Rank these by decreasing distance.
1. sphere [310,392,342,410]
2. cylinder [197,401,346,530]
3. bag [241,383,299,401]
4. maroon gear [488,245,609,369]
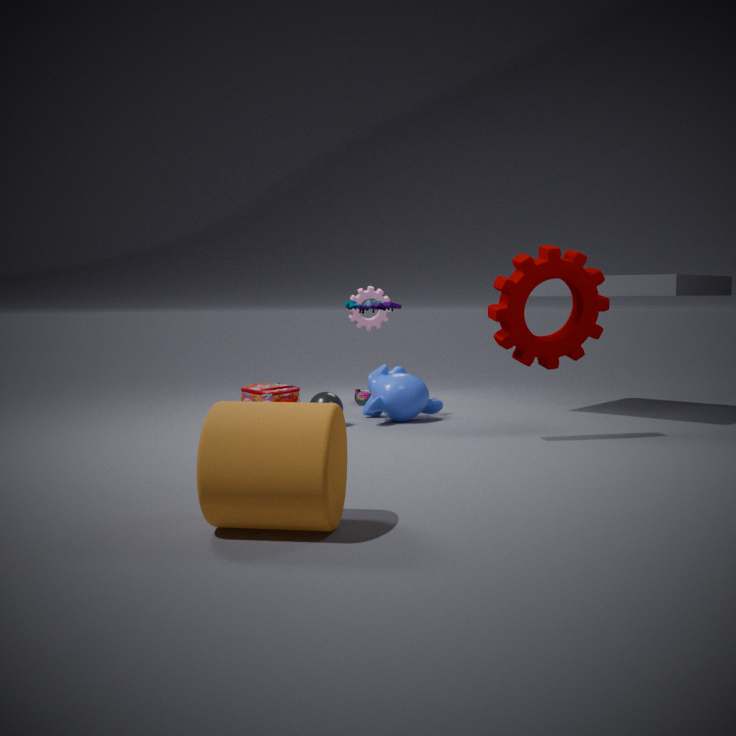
bag [241,383,299,401] → sphere [310,392,342,410] → maroon gear [488,245,609,369] → cylinder [197,401,346,530]
